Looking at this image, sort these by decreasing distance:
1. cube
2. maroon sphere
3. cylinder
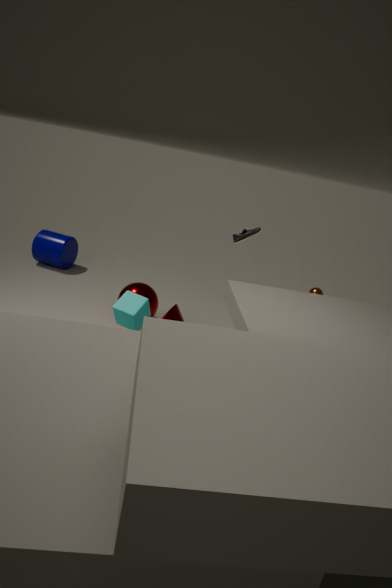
cylinder → maroon sphere → cube
